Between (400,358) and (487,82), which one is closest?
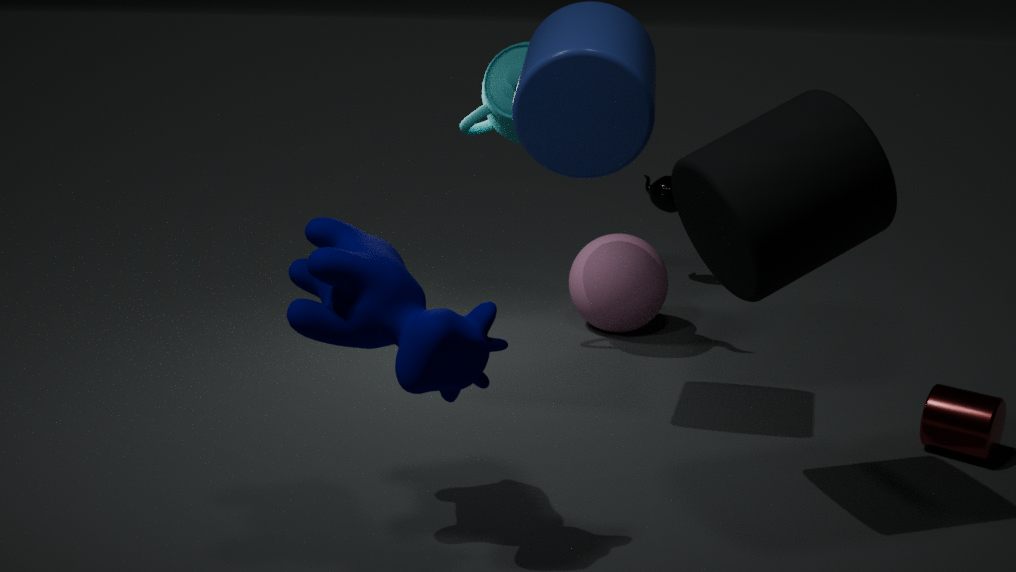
(400,358)
